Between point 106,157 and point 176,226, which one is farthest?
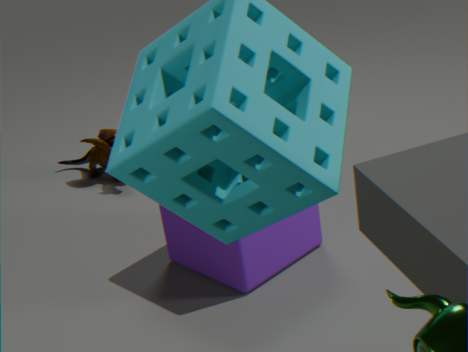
point 106,157
